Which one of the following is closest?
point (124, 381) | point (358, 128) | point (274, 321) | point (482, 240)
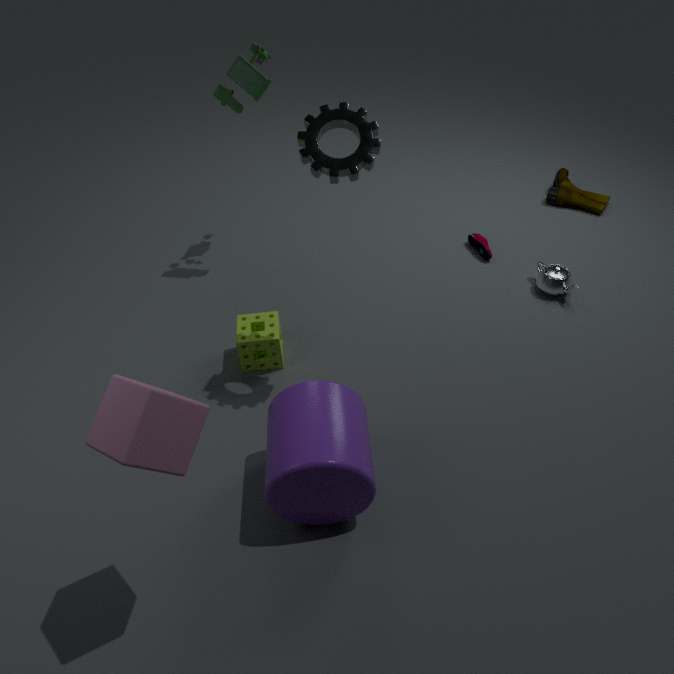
point (124, 381)
